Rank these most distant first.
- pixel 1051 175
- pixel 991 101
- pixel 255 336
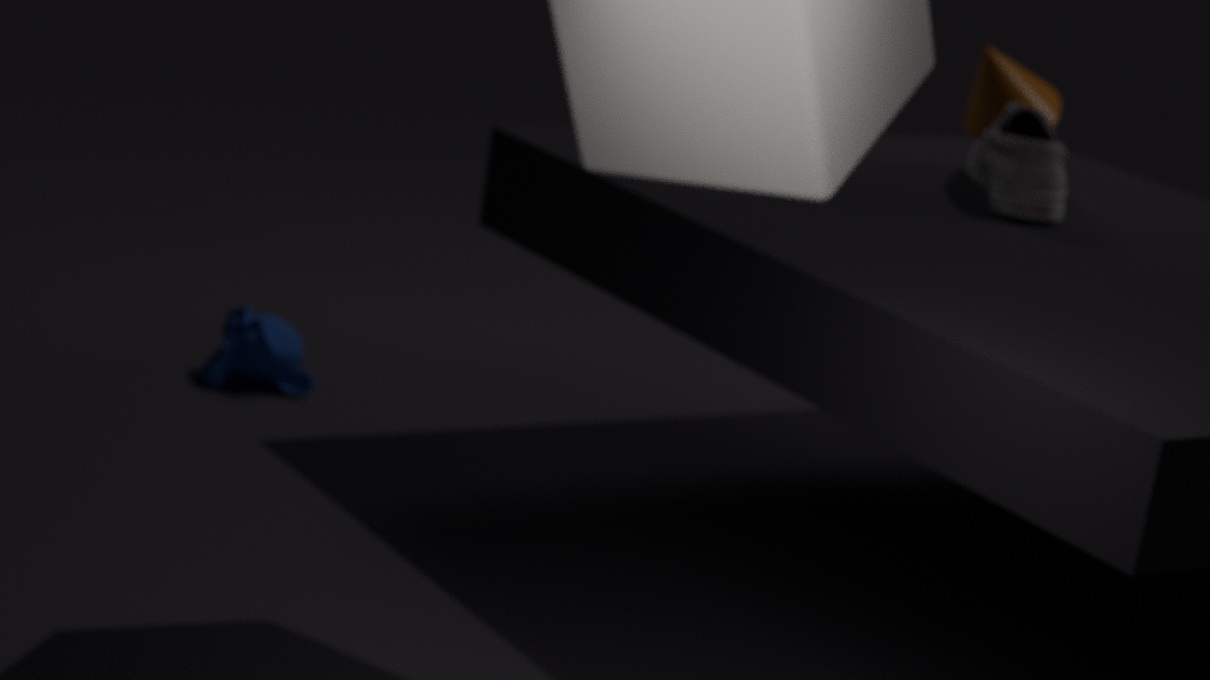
pixel 991 101 < pixel 255 336 < pixel 1051 175
